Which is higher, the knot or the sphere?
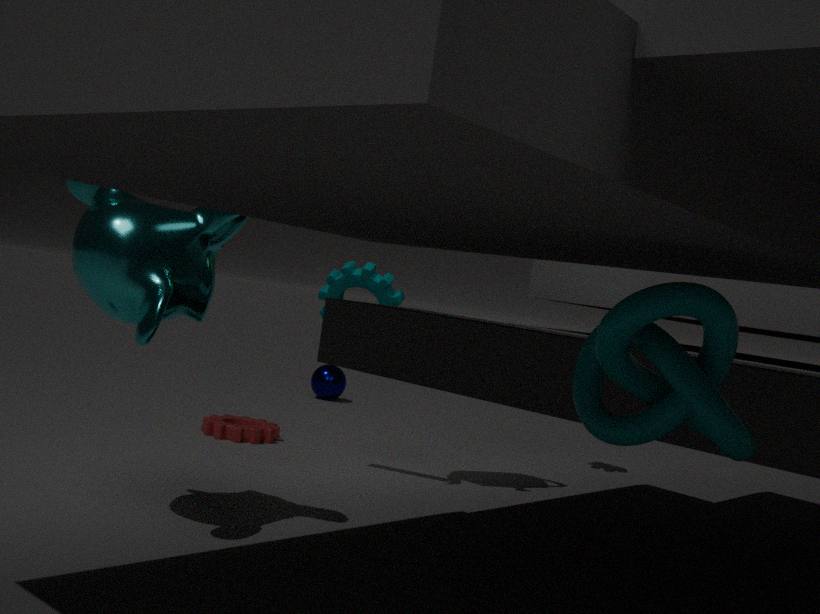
the knot
